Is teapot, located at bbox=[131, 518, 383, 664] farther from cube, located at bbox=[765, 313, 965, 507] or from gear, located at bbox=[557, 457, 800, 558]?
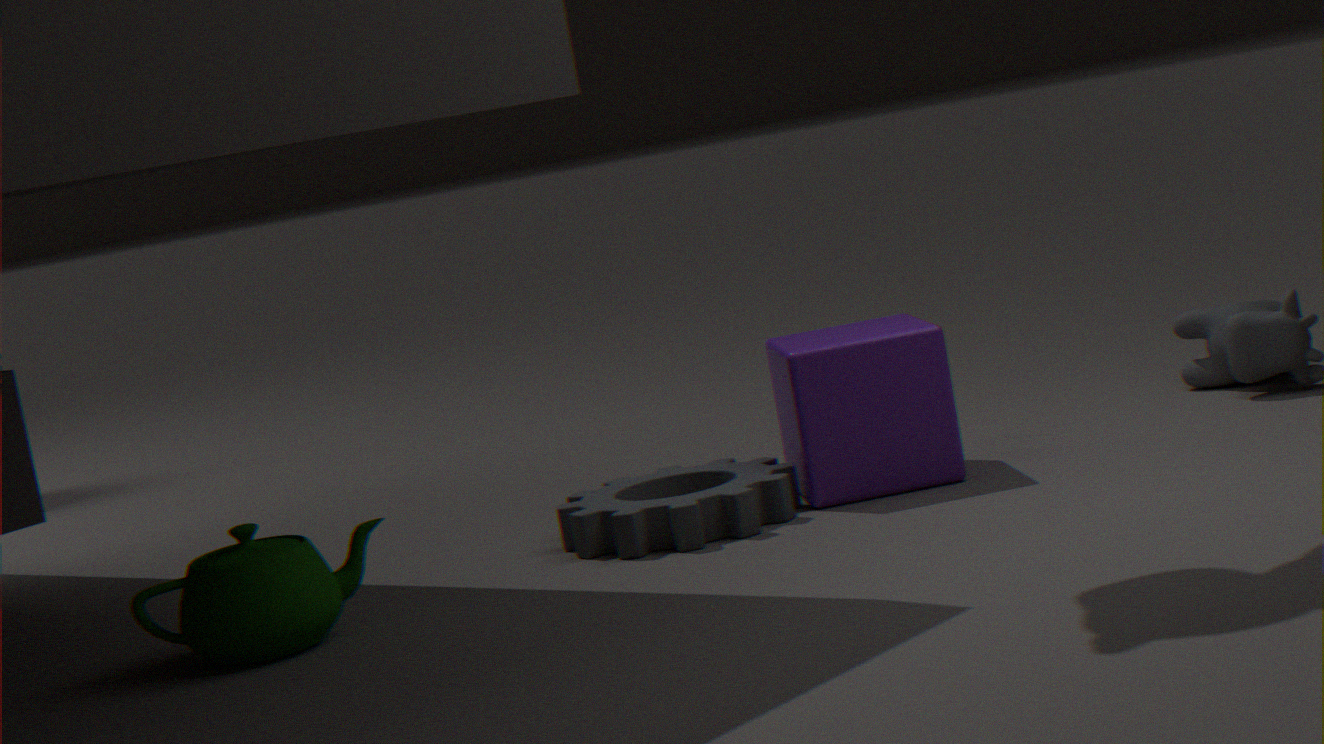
cube, located at bbox=[765, 313, 965, 507]
